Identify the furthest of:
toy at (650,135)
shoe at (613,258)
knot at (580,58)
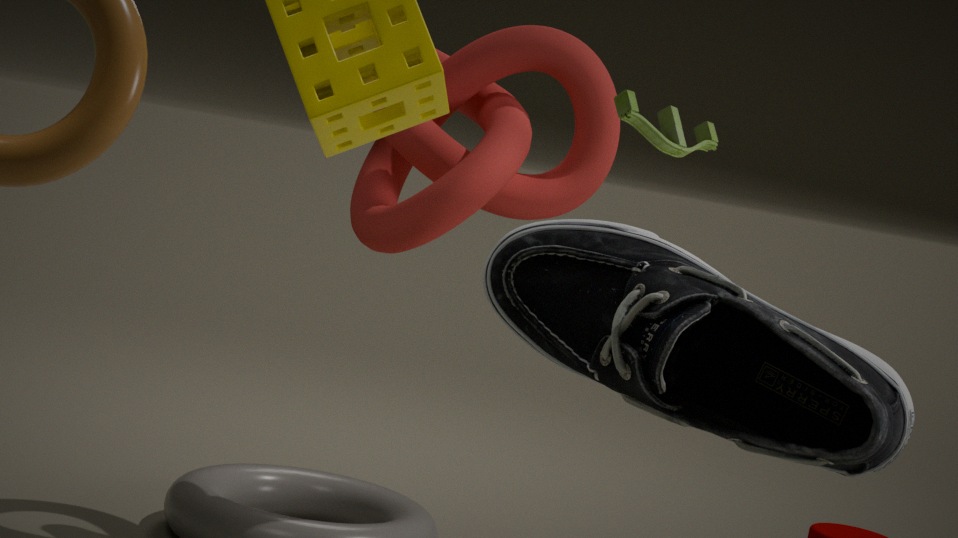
knot at (580,58)
